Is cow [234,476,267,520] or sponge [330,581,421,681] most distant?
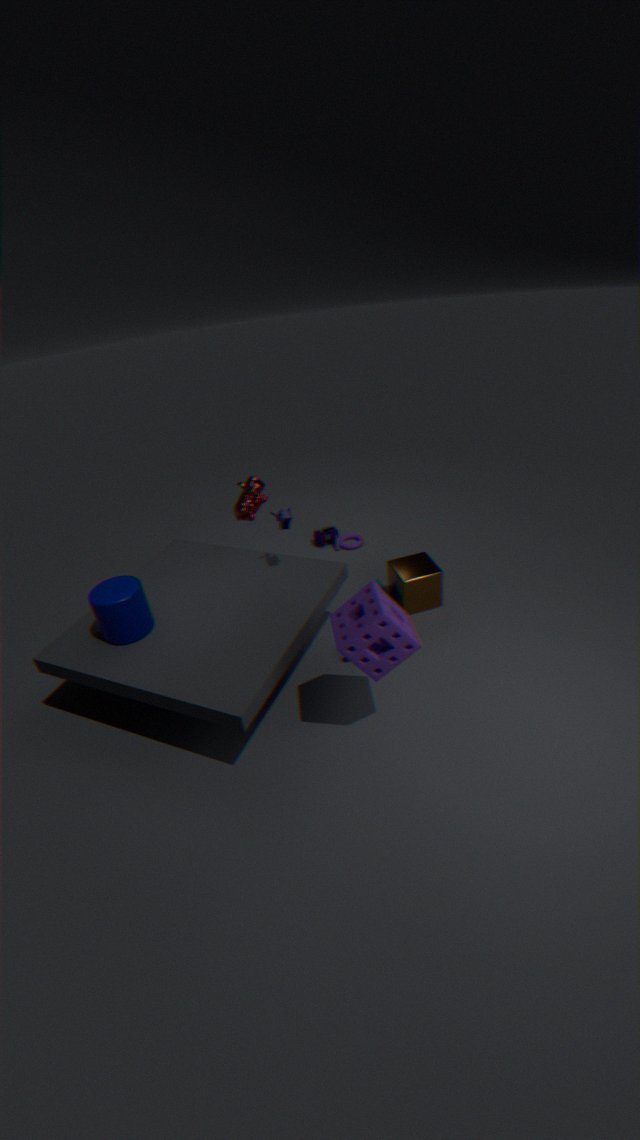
cow [234,476,267,520]
